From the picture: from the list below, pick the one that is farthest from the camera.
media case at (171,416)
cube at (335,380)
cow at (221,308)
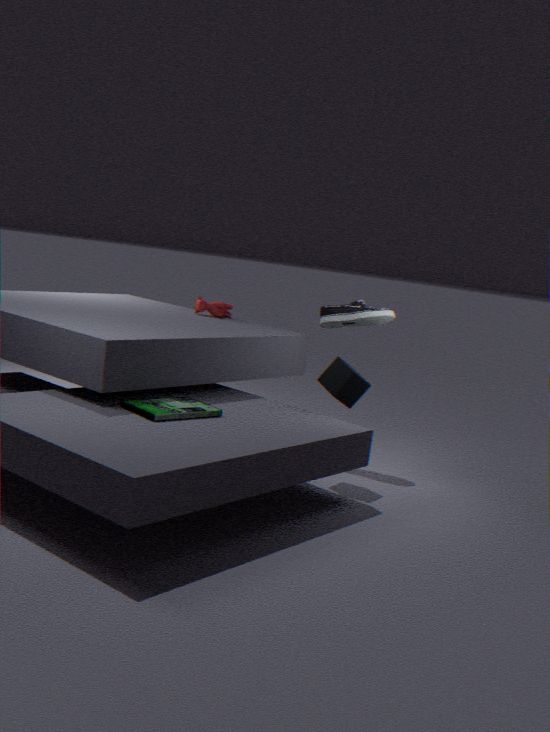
cow at (221,308)
